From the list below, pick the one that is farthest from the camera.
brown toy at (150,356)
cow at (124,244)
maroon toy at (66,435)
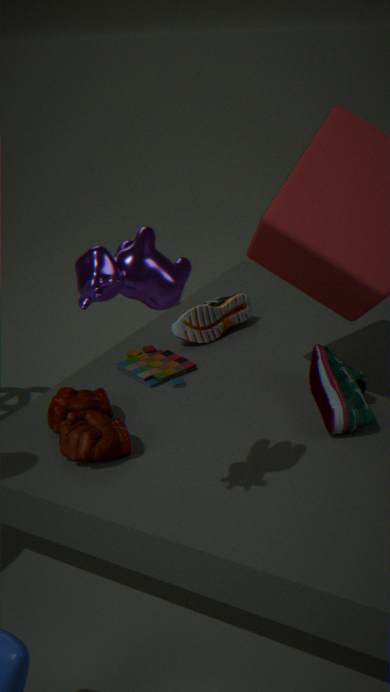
brown toy at (150,356)
